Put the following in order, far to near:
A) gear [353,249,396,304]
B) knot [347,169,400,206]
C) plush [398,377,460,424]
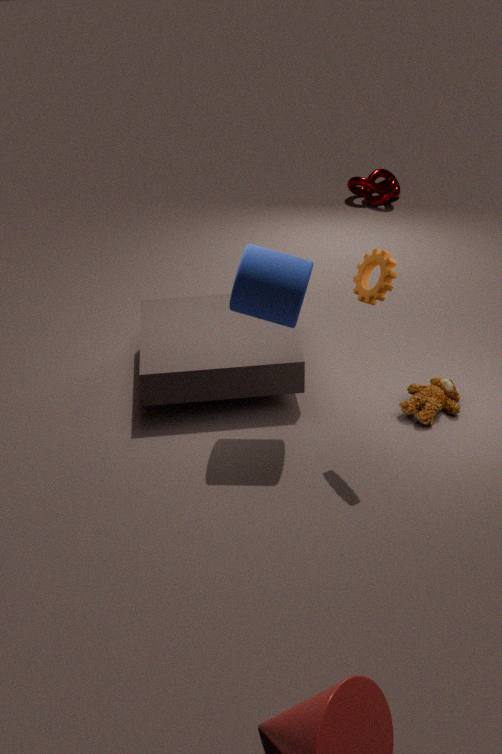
knot [347,169,400,206]
plush [398,377,460,424]
gear [353,249,396,304]
